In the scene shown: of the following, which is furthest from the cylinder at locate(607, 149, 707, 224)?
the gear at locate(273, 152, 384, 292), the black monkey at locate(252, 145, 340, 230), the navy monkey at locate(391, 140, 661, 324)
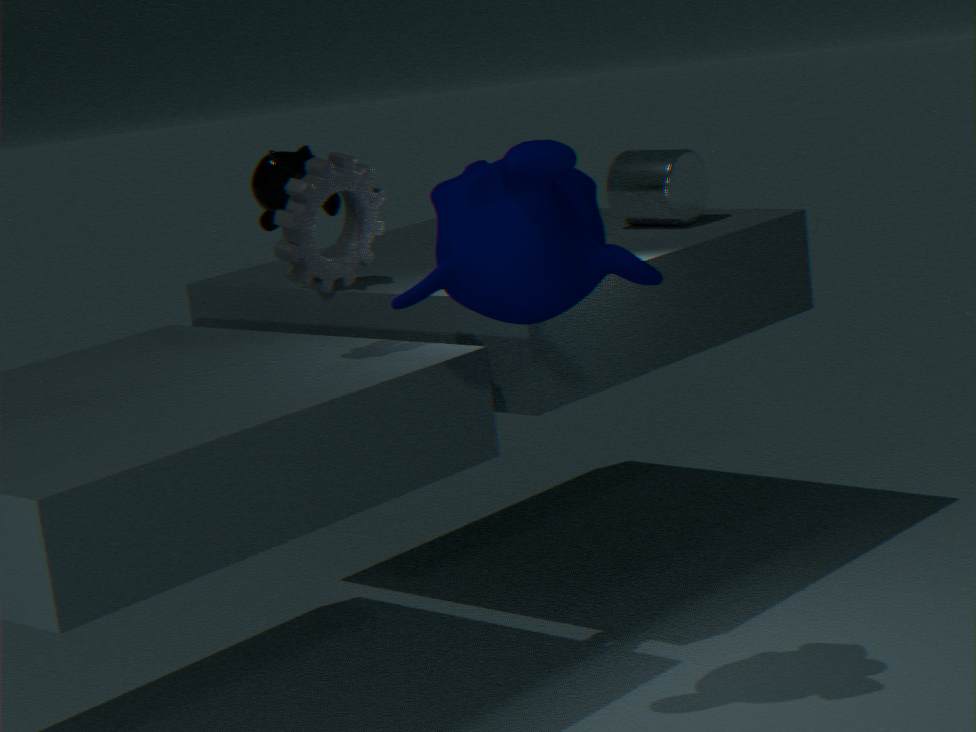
the navy monkey at locate(391, 140, 661, 324)
